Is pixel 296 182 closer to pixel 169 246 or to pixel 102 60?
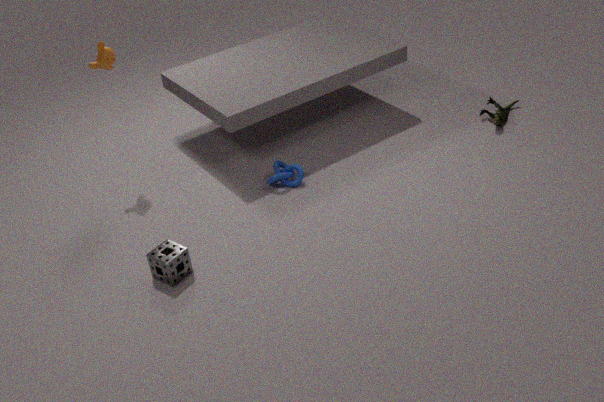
pixel 169 246
